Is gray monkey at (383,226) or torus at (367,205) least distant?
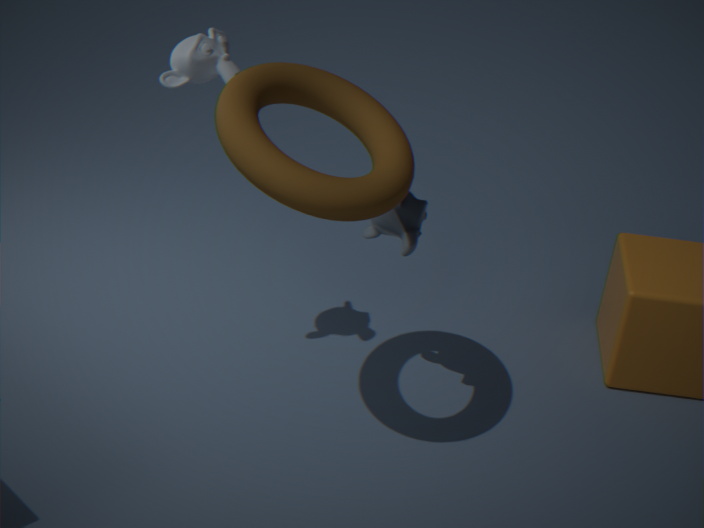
torus at (367,205)
